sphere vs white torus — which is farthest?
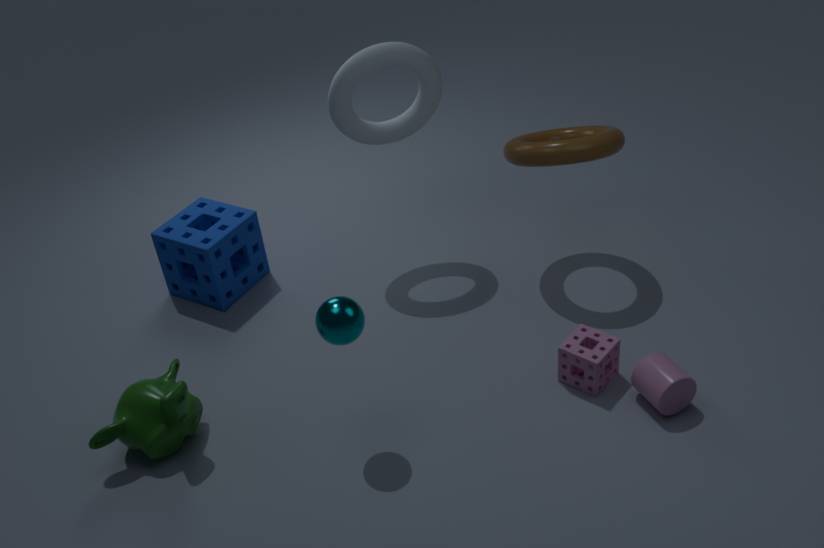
white torus
